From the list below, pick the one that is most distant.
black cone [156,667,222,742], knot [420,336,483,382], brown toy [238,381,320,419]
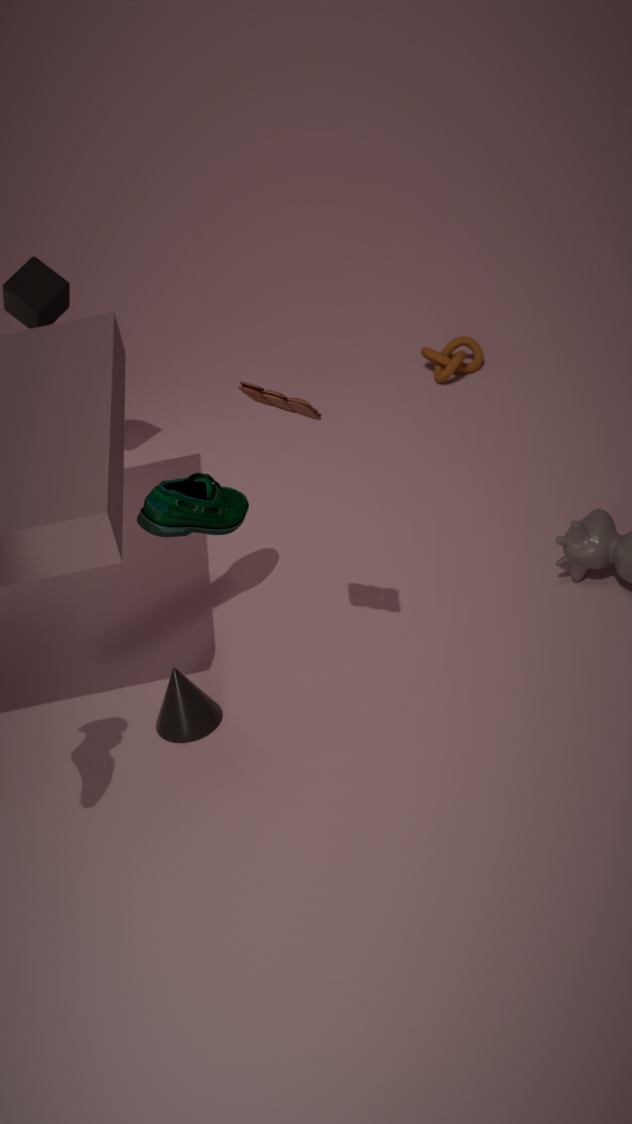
knot [420,336,483,382]
